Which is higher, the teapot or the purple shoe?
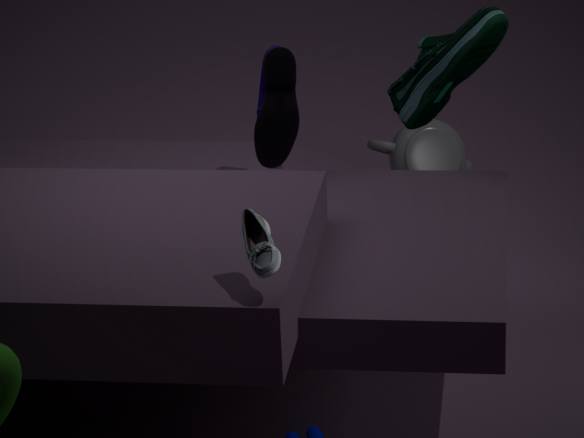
the purple shoe
